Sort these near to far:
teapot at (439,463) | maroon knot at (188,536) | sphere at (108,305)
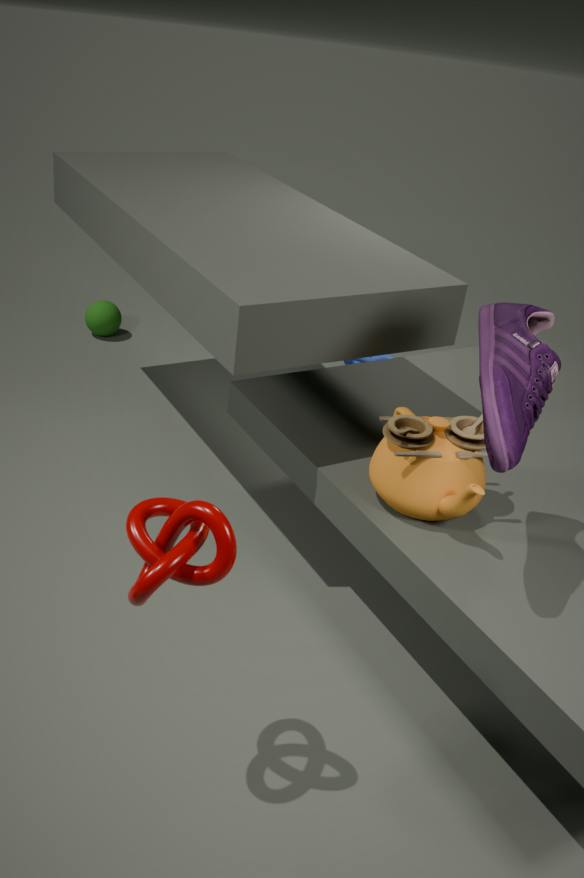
maroon knot at (188,536) → teapot at (439,463) → sphere at (108,305)
